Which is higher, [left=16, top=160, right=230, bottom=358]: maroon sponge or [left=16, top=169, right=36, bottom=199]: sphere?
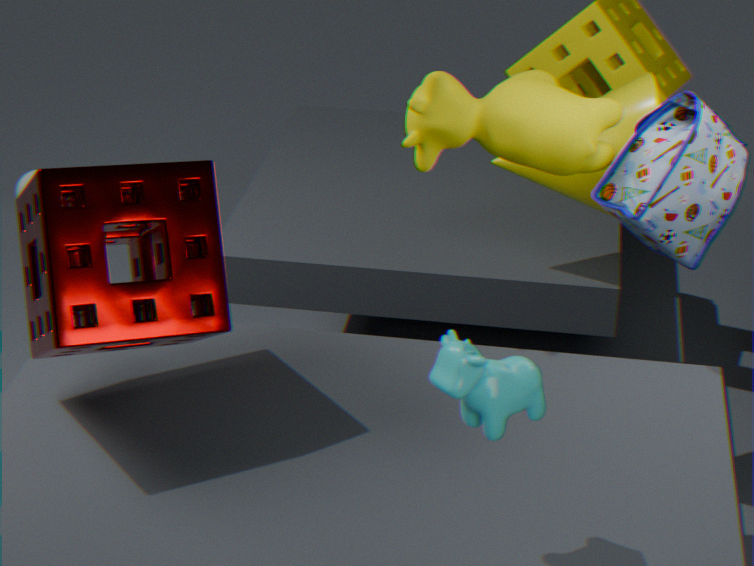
[left=16, top=160, right=230, bottom=358]: maroon sponge
